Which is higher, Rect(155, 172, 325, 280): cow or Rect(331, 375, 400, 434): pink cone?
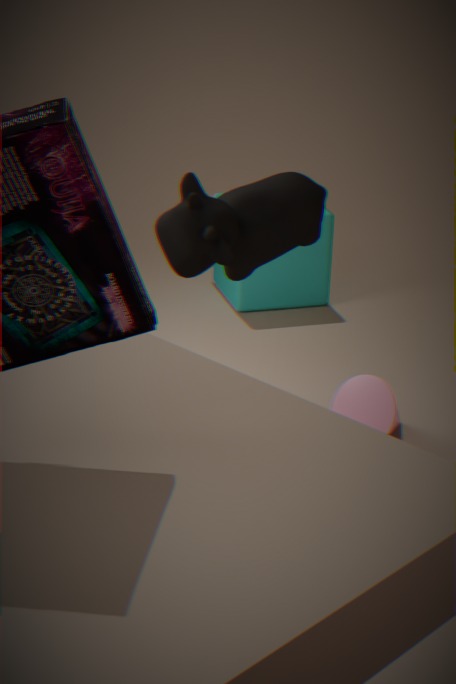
Rect(155, 172, 325, 280): cow
